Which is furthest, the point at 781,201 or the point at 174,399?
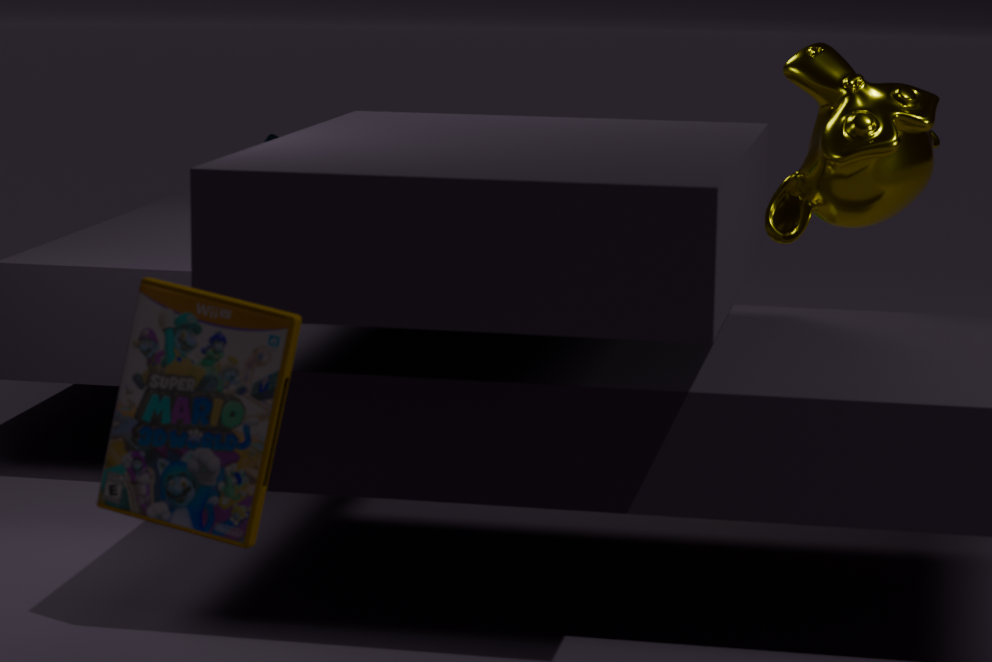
the point at 781,201
